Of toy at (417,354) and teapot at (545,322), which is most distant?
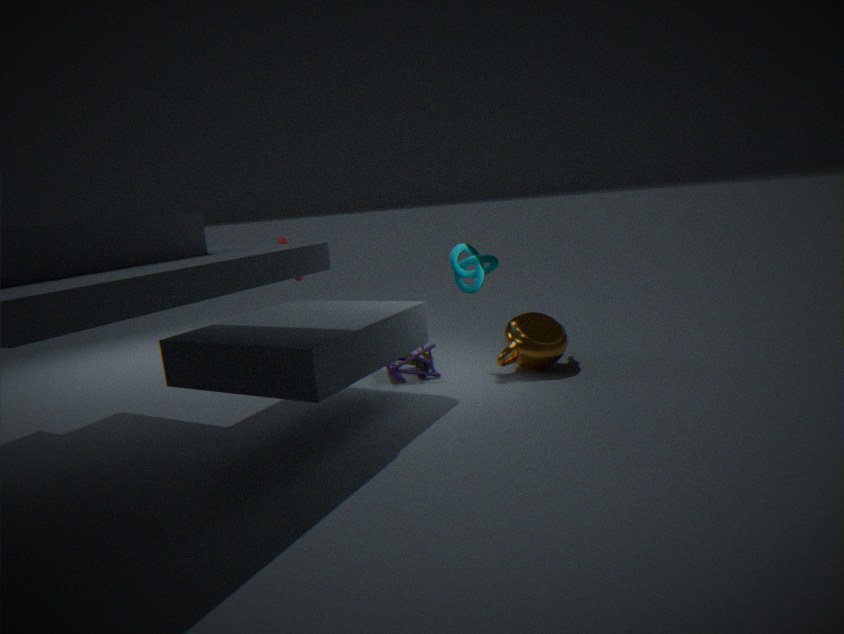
toy at (417,354)
